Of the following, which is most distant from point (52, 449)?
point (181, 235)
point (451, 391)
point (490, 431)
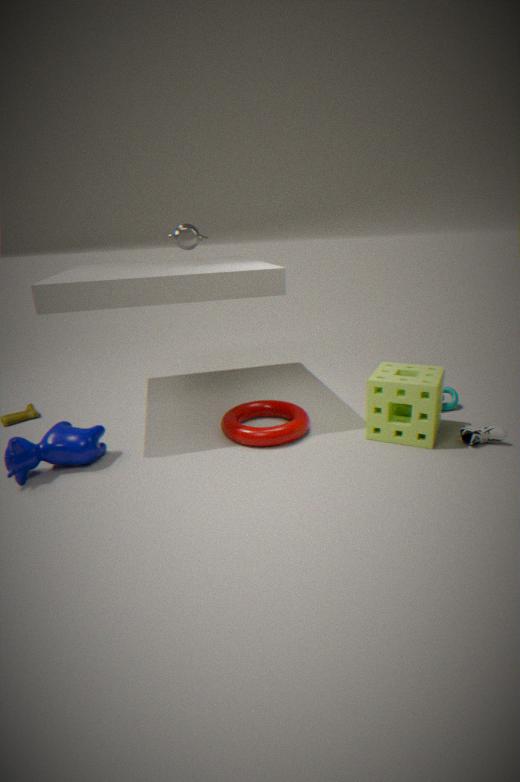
point (451, 391)
